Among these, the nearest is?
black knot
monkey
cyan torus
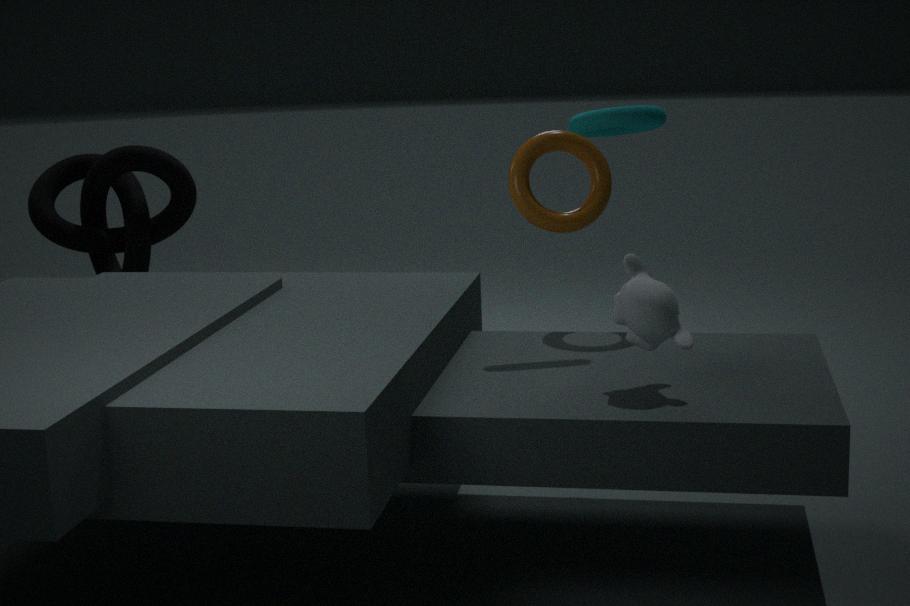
monkey
